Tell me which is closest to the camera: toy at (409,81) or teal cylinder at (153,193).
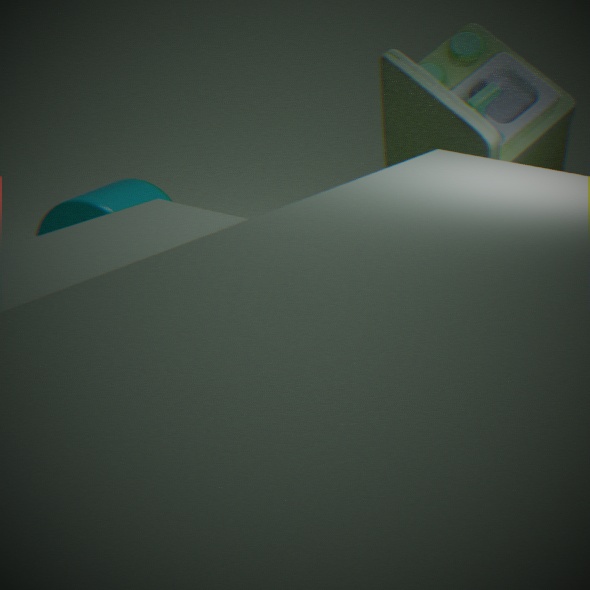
toy at (409,81)
